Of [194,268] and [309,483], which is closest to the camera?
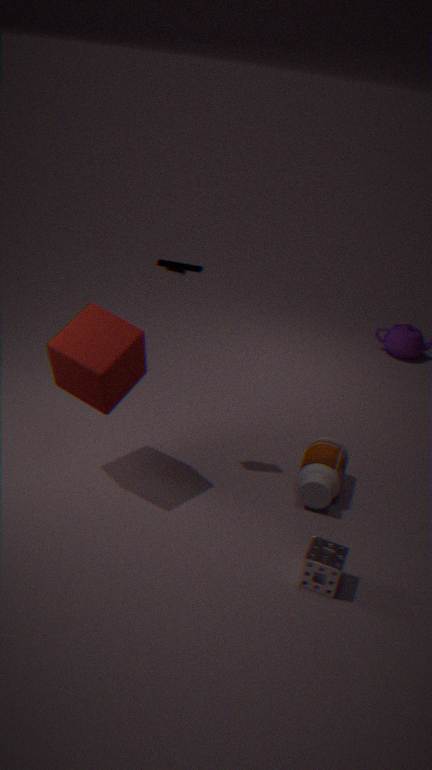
[194,268]
